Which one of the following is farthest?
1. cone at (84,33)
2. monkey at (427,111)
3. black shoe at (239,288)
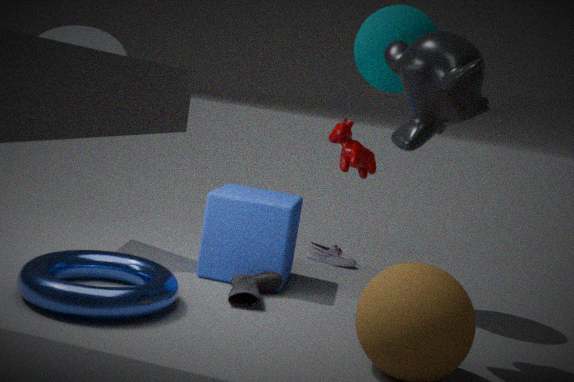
cone at (84,33)
